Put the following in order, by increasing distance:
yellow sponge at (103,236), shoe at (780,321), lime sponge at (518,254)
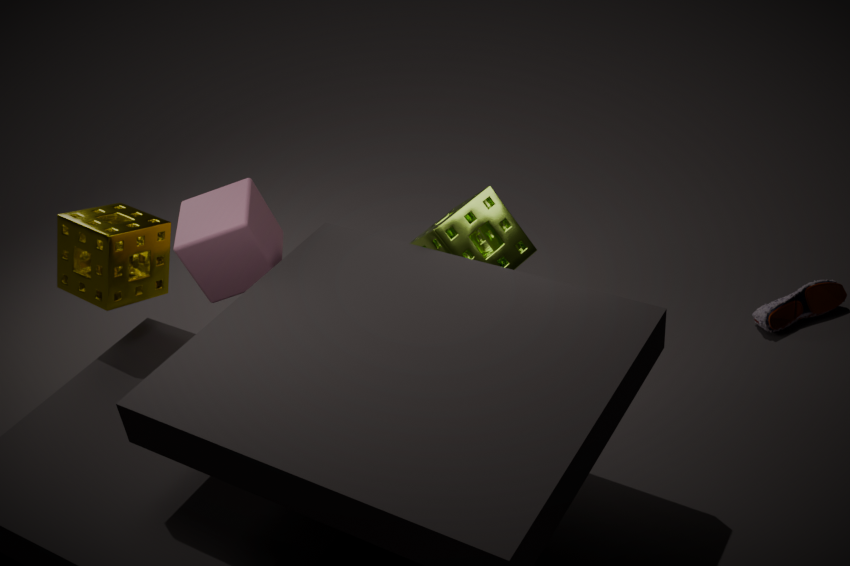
lime sponge at (518,254) → yellow sponge at (103,236) → shoe at (780,321)
